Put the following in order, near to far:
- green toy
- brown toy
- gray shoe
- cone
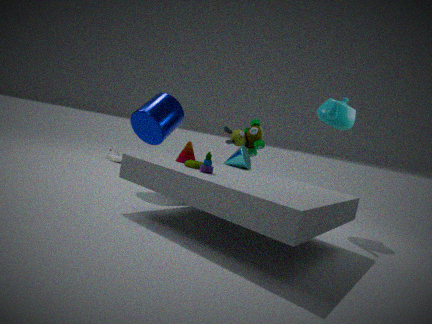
brown toy < cone < green toy < gray shoe
